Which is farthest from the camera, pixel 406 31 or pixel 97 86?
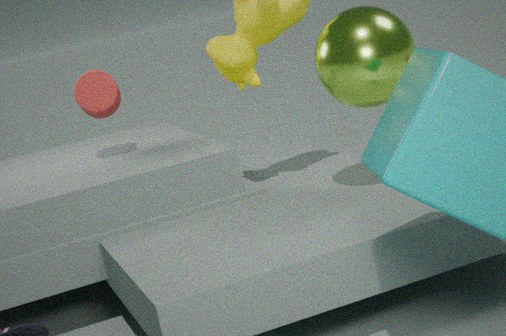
pixel 97 86
